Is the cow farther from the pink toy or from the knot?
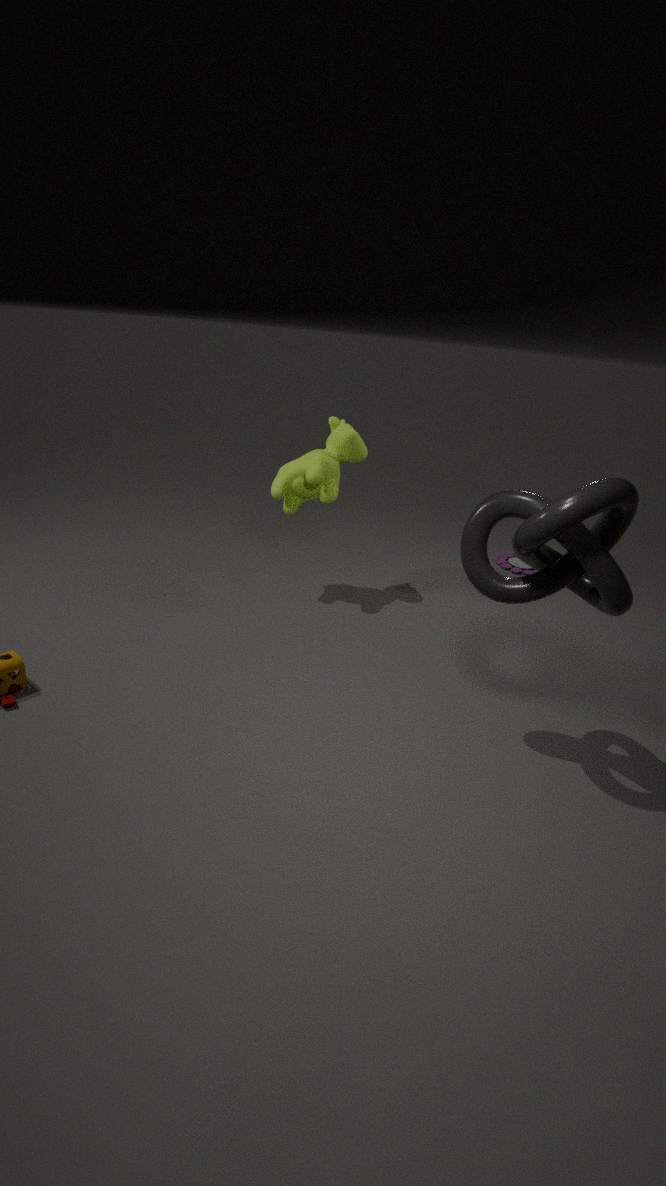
the pink toy
